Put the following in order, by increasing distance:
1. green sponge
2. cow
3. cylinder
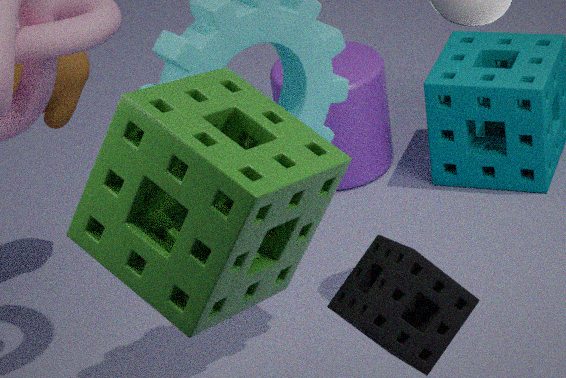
green sponge
cow
cylinder
